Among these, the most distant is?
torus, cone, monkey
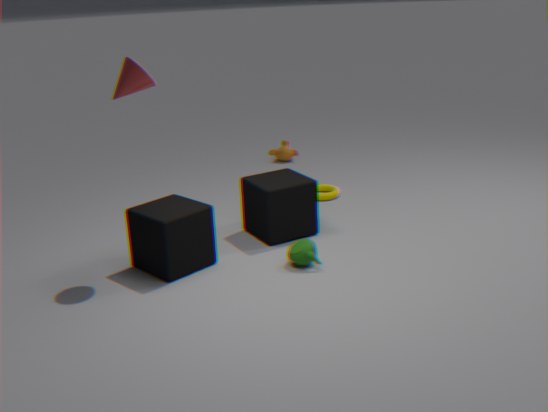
monkey
